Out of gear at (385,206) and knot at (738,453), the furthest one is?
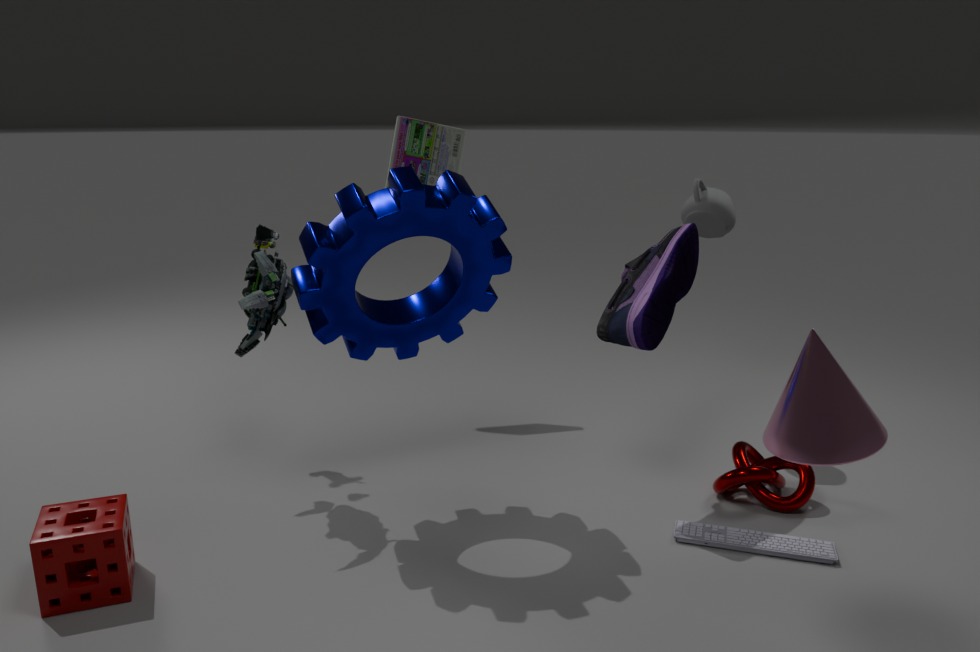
knot at (738,453)
